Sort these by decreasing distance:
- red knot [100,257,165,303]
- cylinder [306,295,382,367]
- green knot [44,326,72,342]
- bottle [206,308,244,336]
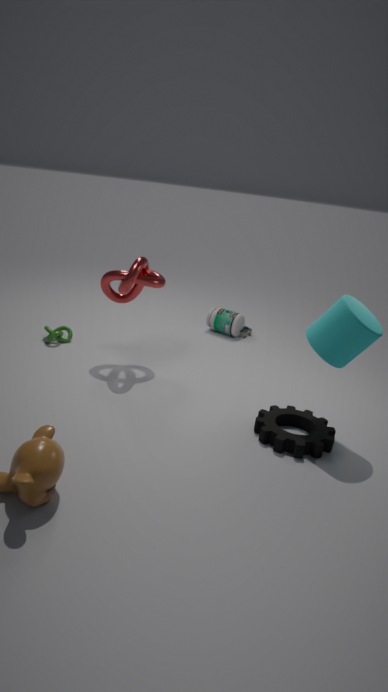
bottle [206,308,244,336] < green knot [44,326,72,342] < red knot [100,257,165,303] < cylinder [306,295,382,367]
